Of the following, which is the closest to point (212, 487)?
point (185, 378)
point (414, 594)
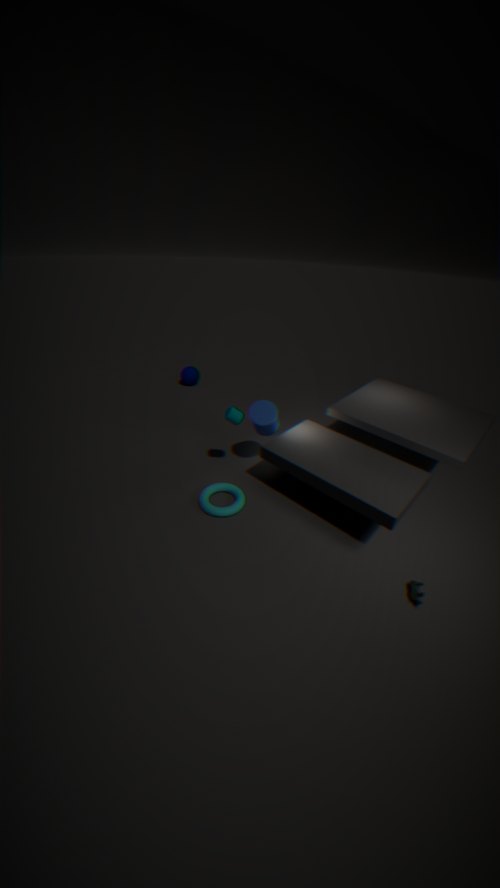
point (414, 594)
